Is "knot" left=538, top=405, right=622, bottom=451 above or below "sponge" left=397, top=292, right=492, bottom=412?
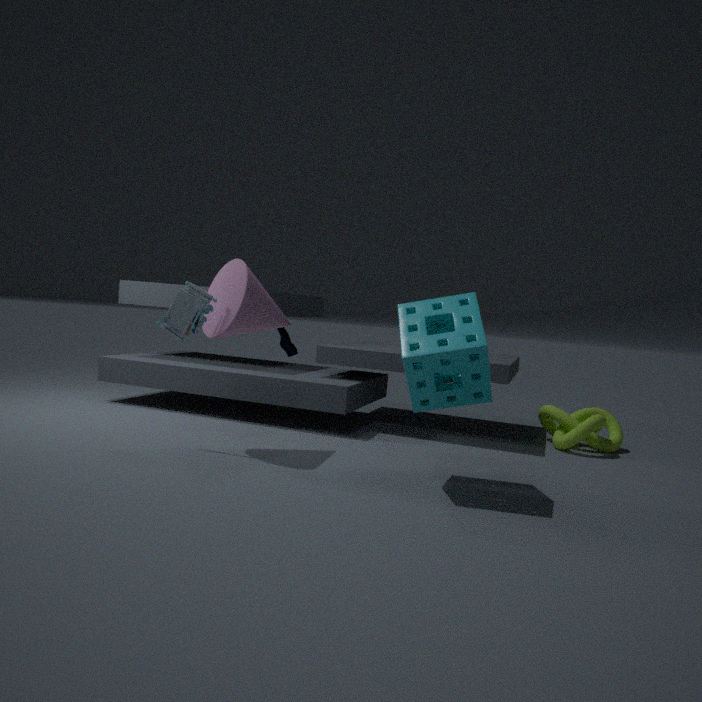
below
